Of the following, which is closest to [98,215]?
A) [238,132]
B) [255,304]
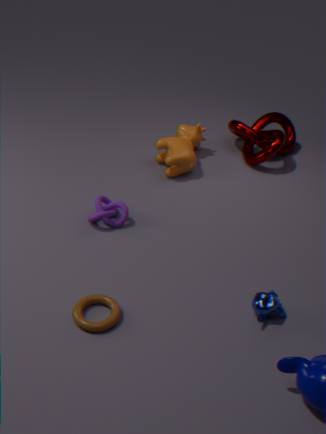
[255,304]
